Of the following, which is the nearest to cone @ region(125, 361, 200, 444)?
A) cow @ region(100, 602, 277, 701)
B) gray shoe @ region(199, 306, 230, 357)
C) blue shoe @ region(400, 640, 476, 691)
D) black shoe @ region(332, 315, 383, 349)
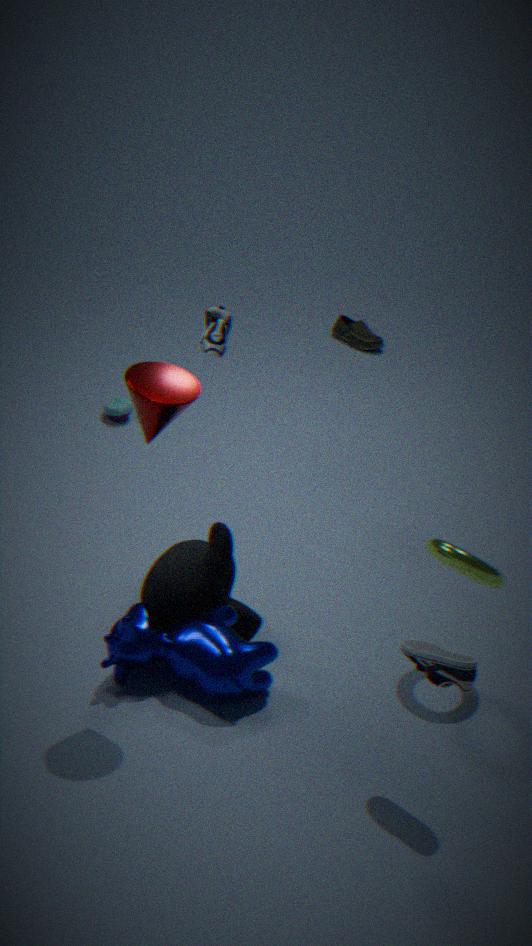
cow @ region(100, 602, 277, 701)
